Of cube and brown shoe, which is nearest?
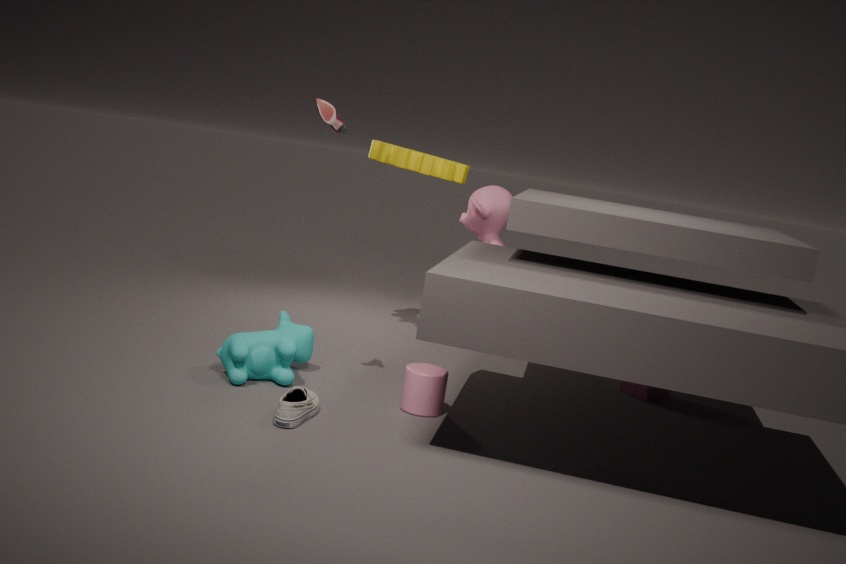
brown shoe
